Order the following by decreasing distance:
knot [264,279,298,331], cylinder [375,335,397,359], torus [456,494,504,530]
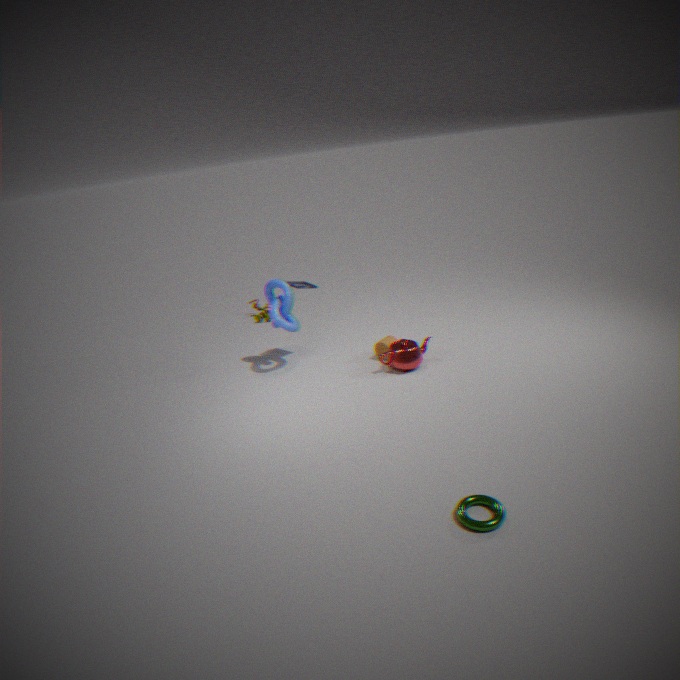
cylinder [375,335,397,359], knot [264,279,298,331], torus [456,494,504,530]
